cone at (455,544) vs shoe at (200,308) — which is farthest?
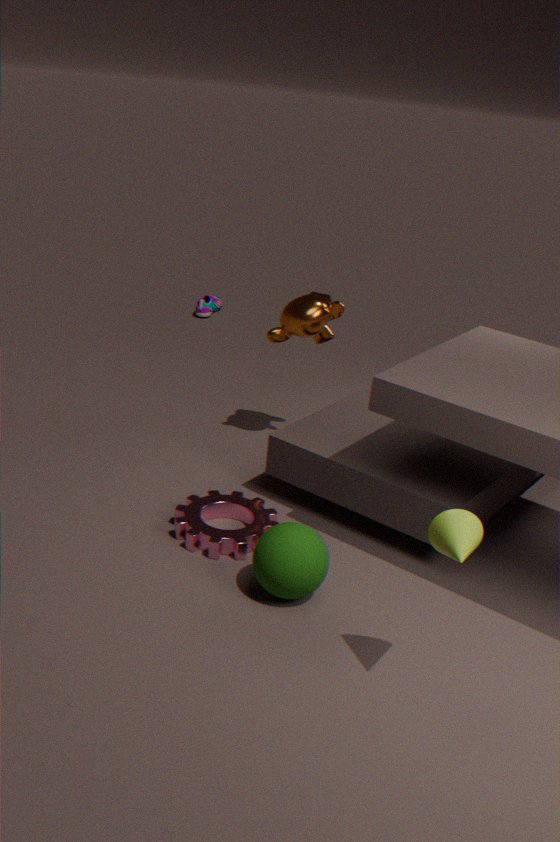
shoe at (200,308)
